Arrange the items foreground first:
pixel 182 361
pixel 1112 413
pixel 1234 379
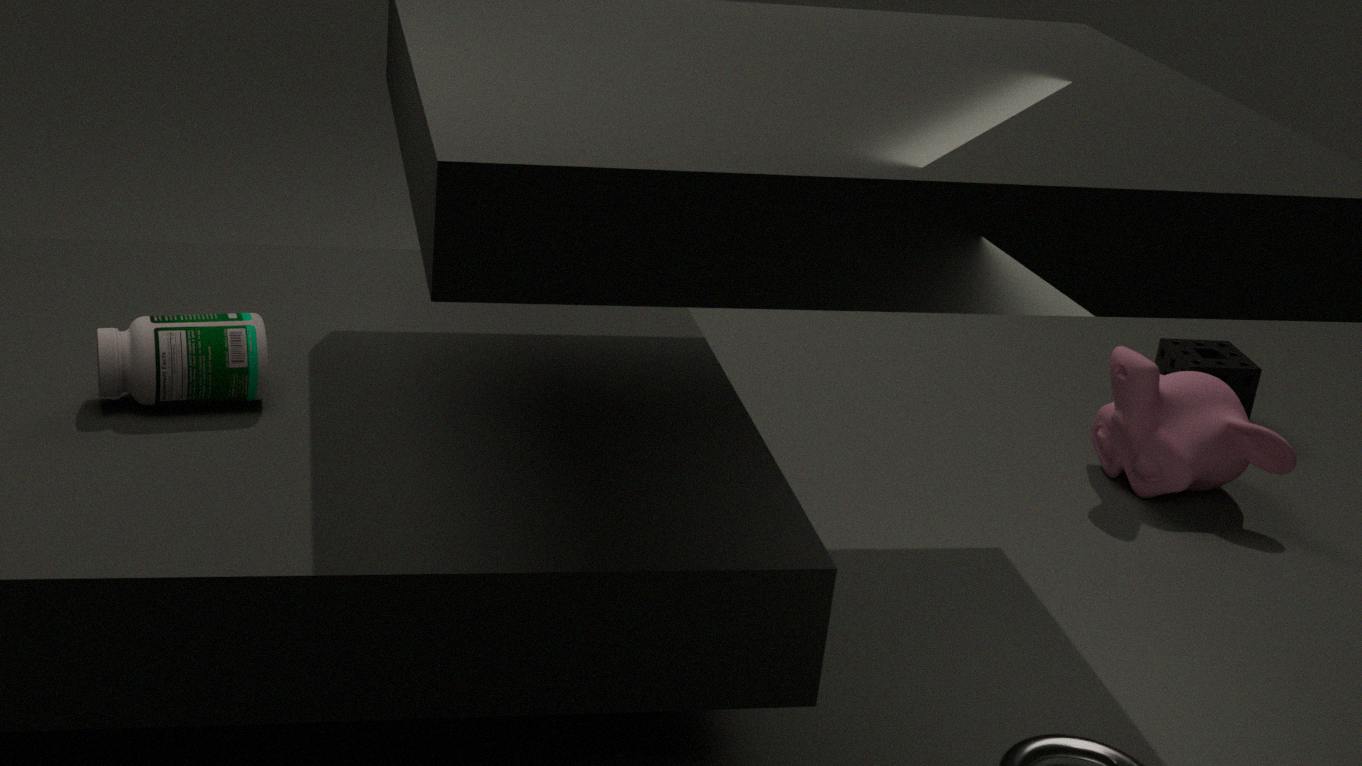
pixel 182 361, pixel 1112 413, pixel 1234 379
